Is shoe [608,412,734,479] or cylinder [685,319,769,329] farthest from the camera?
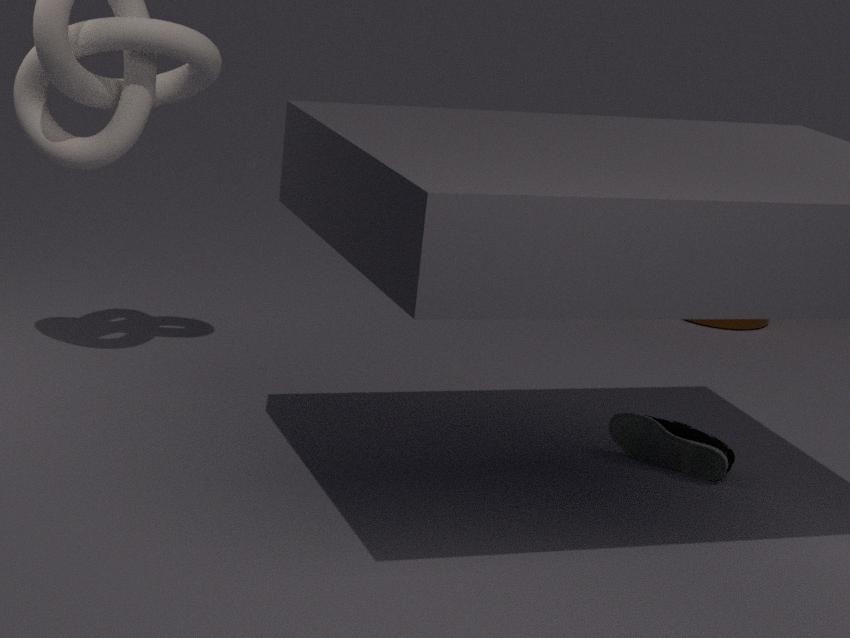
cylinder [685,319,769,329]
